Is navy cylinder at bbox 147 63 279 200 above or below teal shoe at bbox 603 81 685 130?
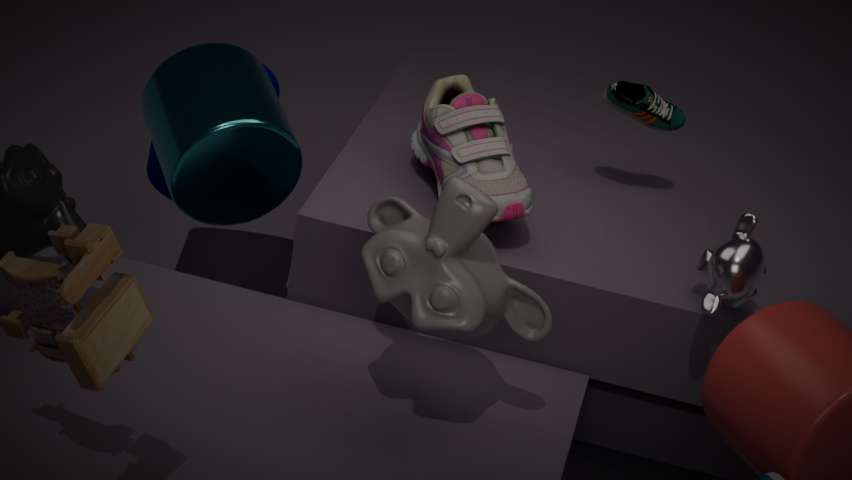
below
